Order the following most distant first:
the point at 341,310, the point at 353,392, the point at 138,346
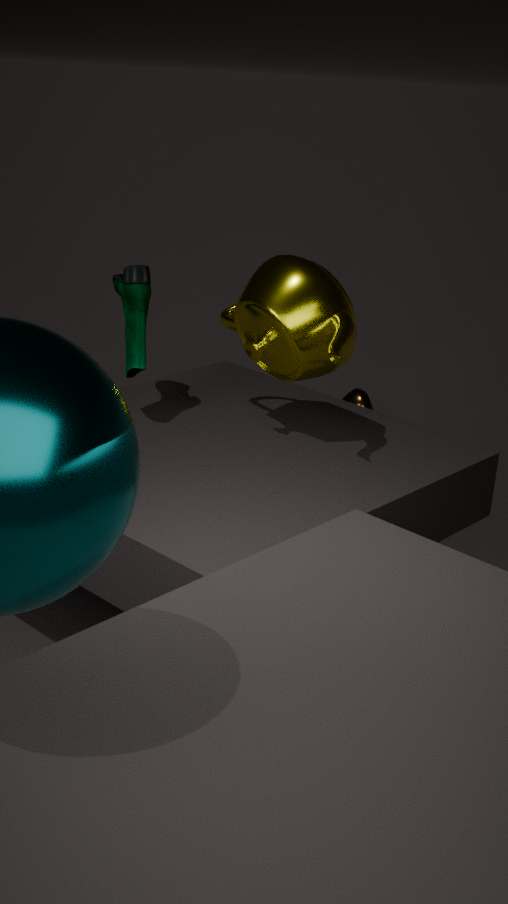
the point at 353,392 < the point at 138,346 < the point at 341,310
